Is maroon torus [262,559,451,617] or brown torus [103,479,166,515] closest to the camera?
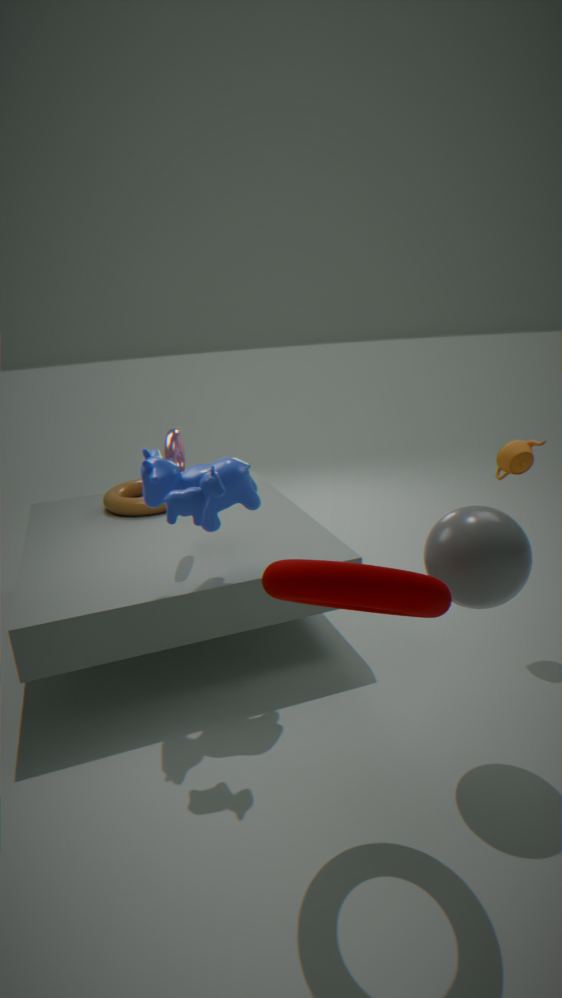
maroon torus [262,559,451,617]
